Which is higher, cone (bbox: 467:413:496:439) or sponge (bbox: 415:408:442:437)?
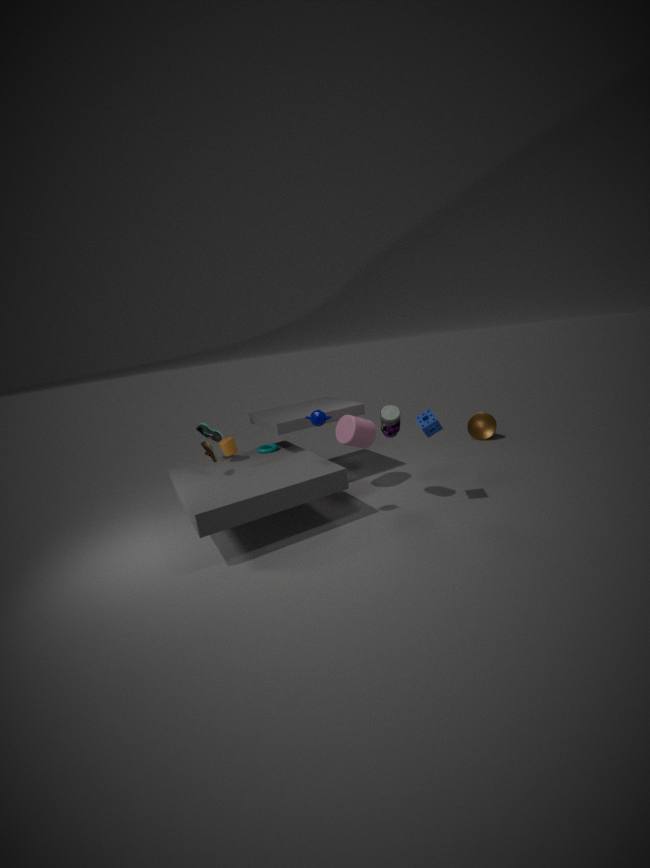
sponge (bbox: 415:408:442:437)
